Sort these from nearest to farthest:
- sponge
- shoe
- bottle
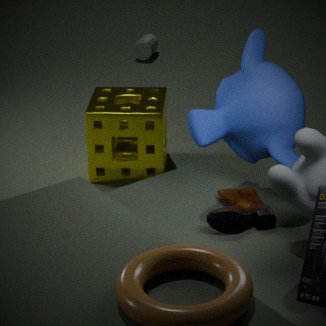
shoe, sponge, bottle
